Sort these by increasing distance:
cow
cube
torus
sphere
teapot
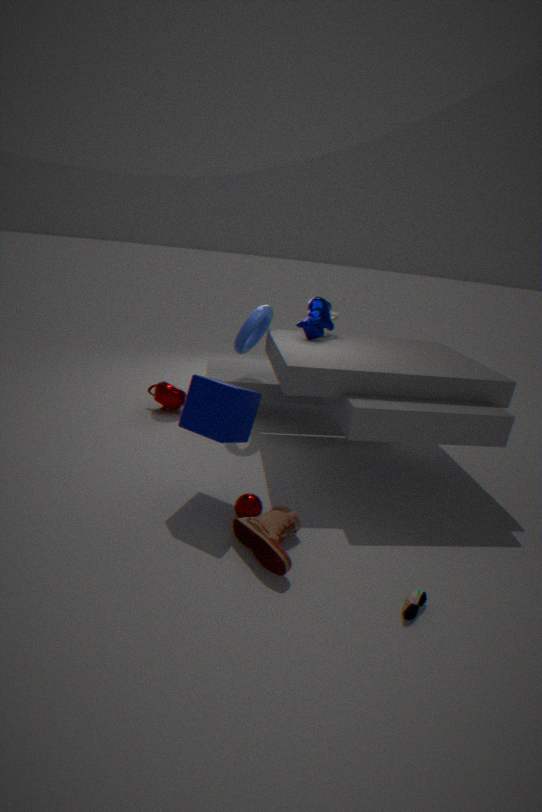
Result: sphere
cube
cow
torus
teapot
